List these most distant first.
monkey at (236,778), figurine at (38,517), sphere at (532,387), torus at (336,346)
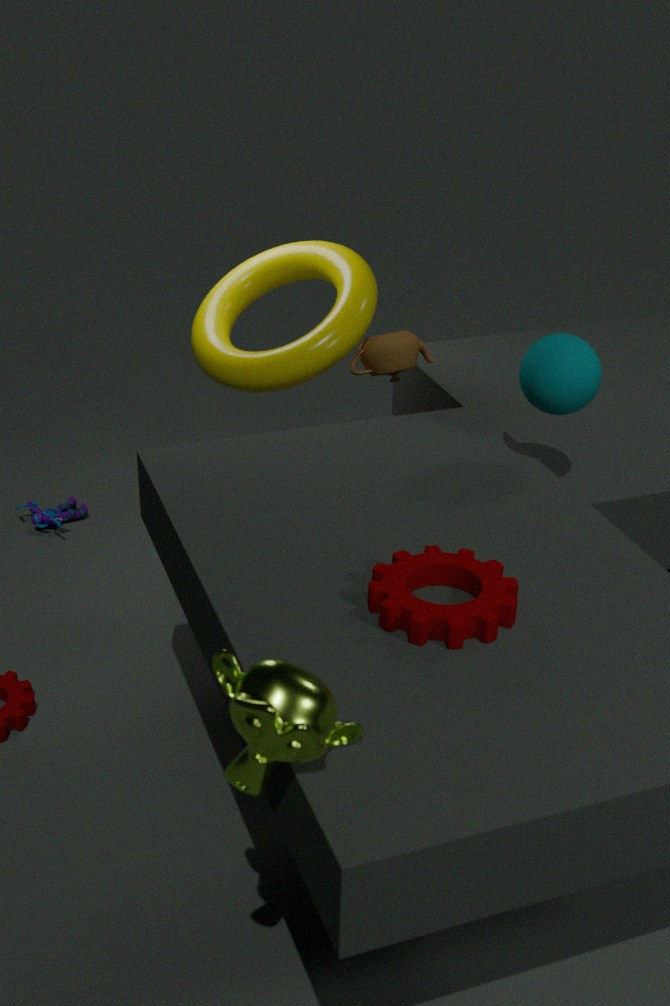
1. figurine at (38,517)
2. torus at (336,346)
3. sphere at (532,387)
4. monkey at (236,778)
